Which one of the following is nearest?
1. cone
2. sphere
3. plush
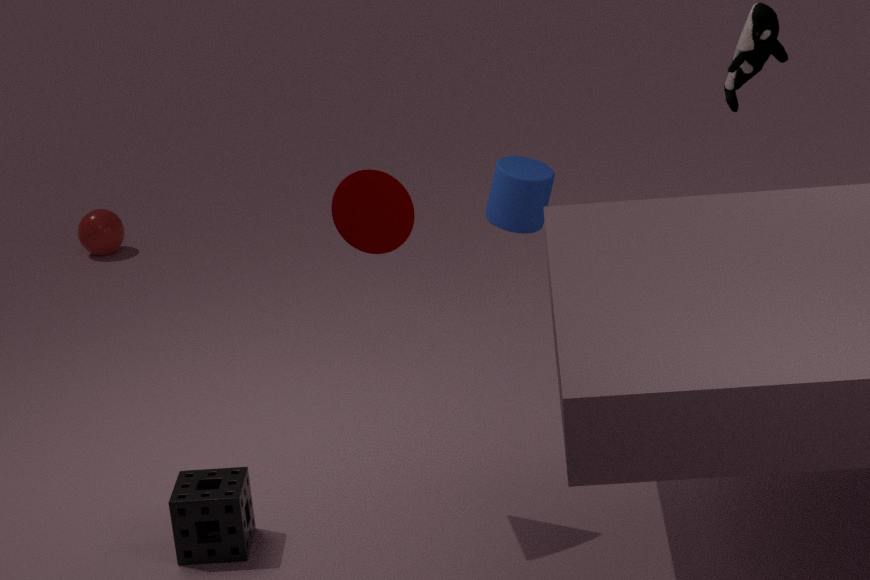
cone
